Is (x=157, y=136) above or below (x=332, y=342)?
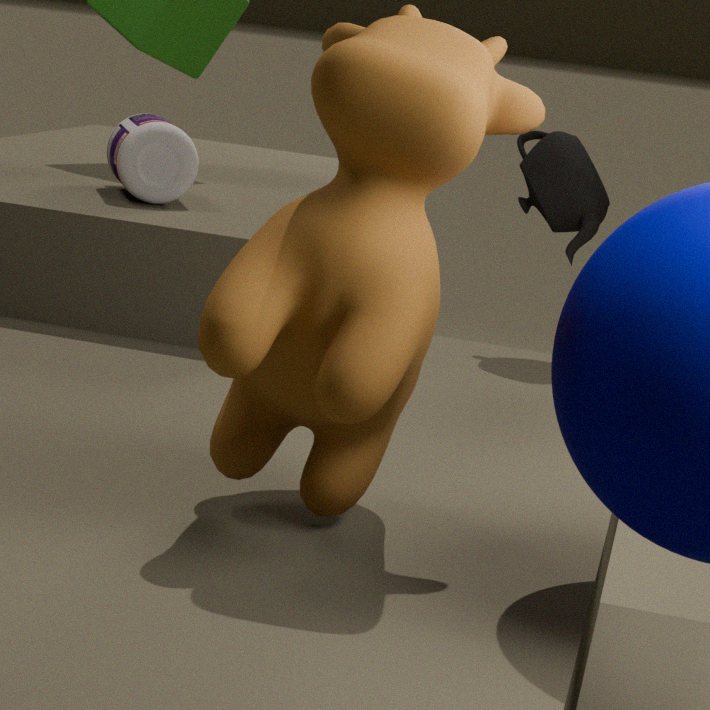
below
